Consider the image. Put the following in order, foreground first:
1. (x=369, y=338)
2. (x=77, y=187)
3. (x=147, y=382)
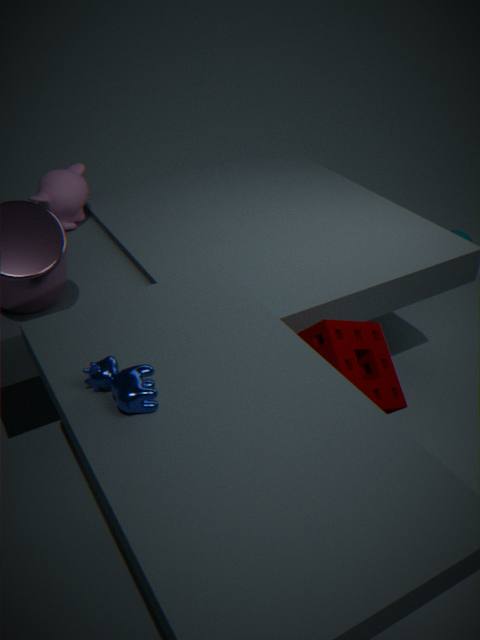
1. (x=147, y=382)
2. (x=369, y=338)
3. (x=77, y=187)
